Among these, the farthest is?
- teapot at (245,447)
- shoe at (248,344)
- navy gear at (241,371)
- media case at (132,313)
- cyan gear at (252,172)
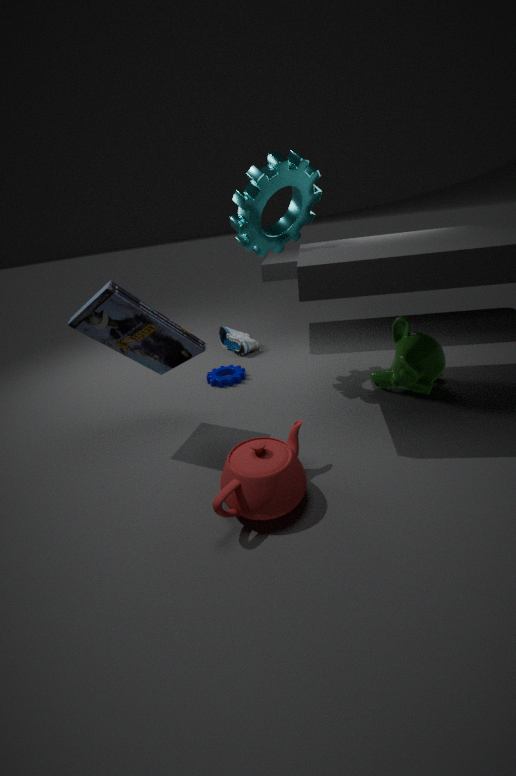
shoe at (248,344)
